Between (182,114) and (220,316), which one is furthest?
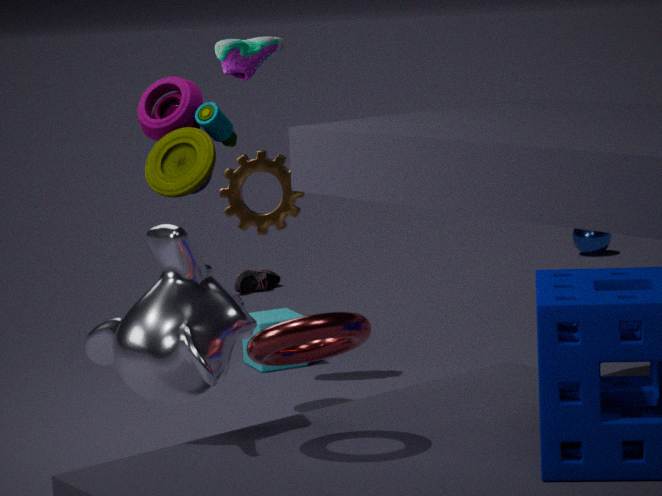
(182,114)
